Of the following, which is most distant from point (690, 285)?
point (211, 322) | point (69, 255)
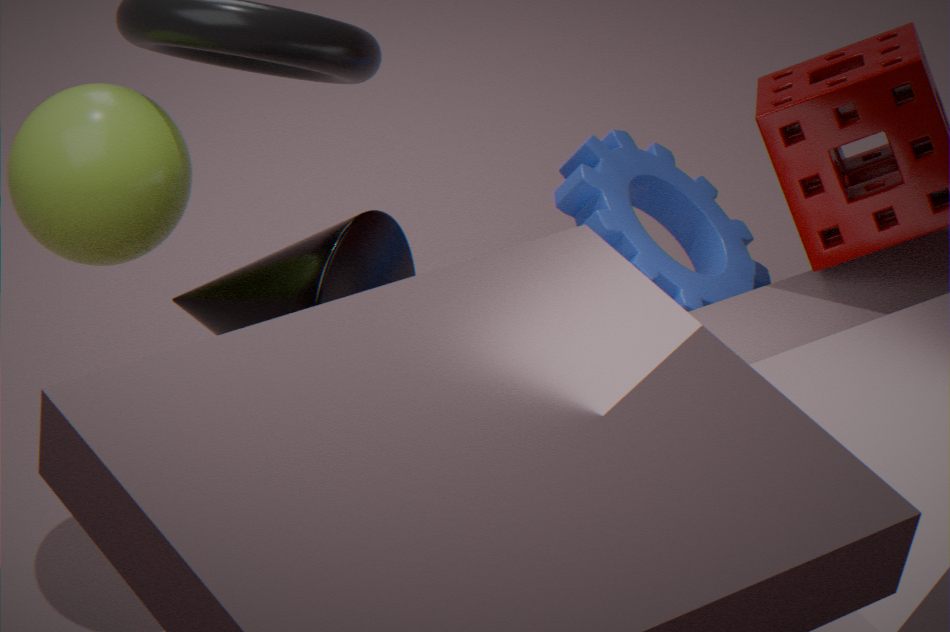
point (69, 255)
